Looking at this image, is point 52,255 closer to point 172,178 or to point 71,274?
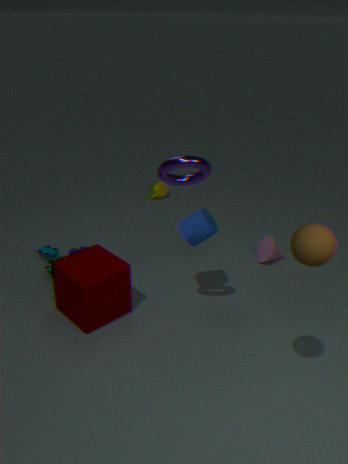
point 71,274
